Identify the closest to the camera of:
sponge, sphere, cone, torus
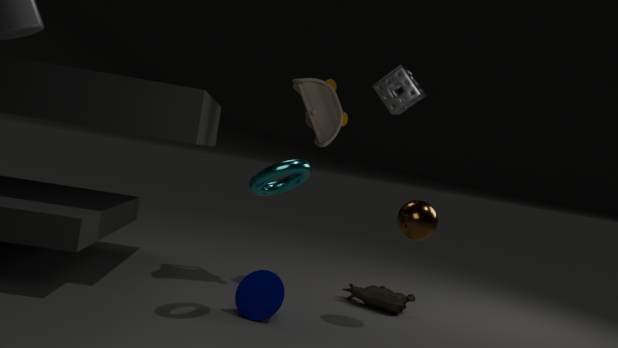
torus
